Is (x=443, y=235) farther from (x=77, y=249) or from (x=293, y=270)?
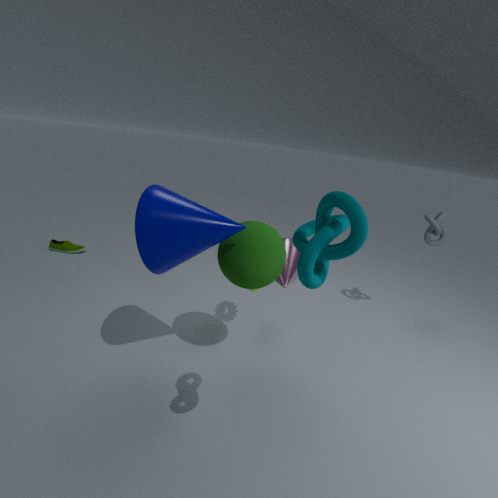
(x=77, y=249)
